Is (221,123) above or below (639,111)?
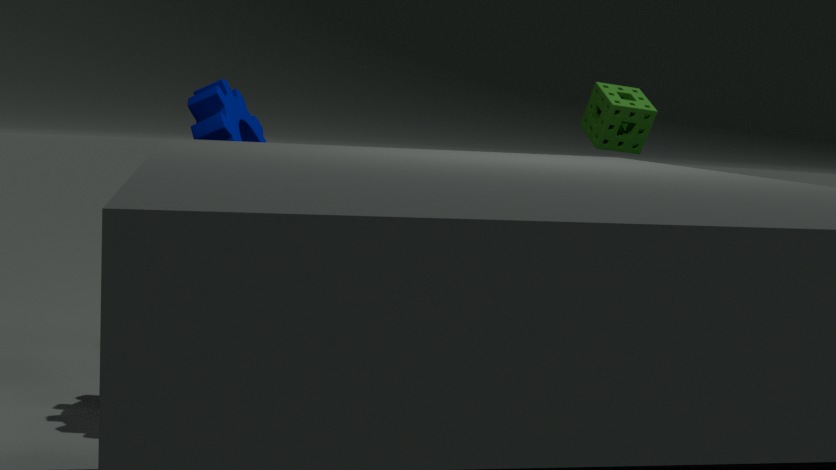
below
